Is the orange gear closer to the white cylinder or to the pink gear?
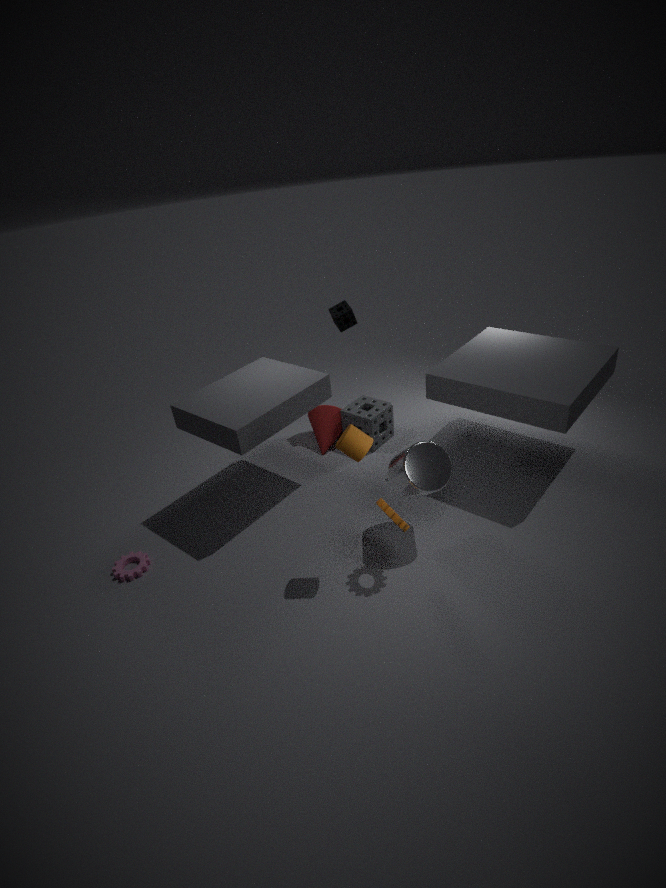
the white cylinder
